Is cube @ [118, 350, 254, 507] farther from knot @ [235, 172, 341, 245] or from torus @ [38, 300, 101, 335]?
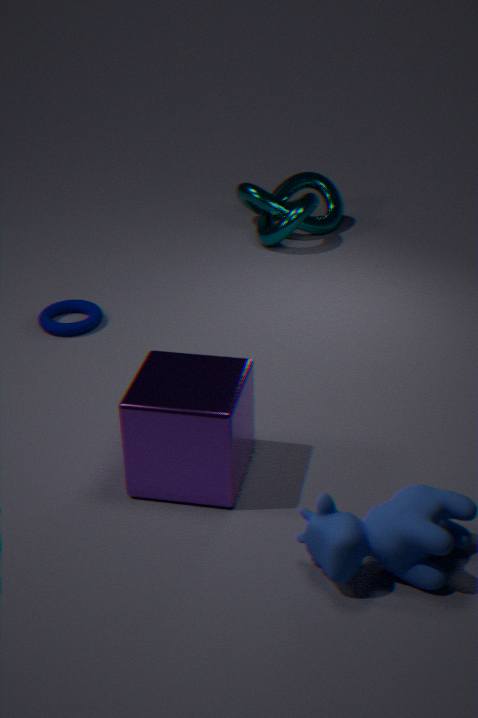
knot @ [235, 172, 341, 245]
